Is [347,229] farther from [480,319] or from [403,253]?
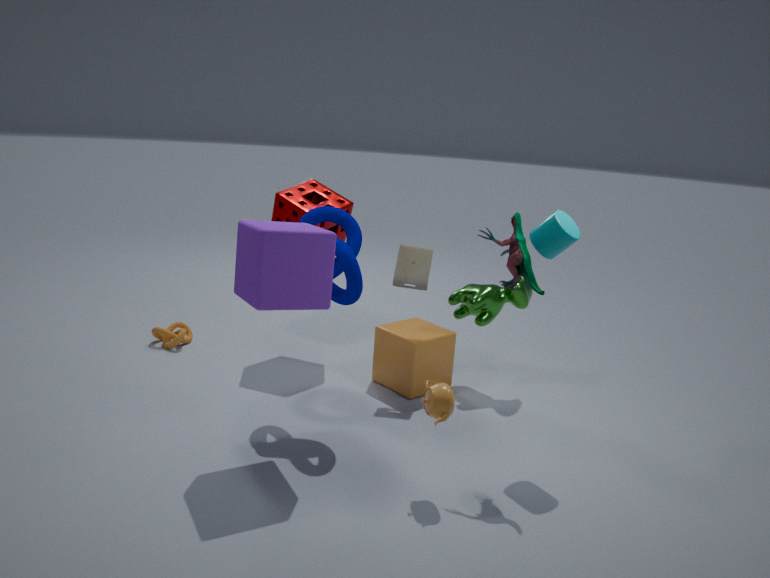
[480,319]
